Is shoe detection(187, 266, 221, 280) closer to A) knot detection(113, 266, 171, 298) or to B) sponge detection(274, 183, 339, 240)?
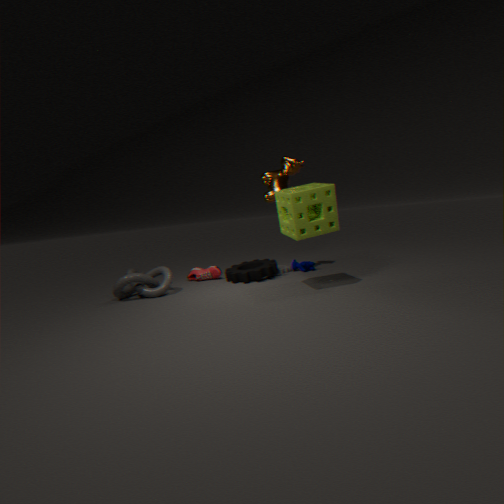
A) knot detection(113, 266, 171, 298)
